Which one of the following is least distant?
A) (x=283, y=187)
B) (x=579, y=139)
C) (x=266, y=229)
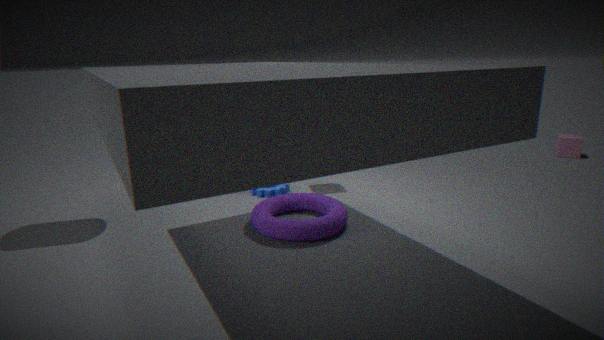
(x=266, y=229)
